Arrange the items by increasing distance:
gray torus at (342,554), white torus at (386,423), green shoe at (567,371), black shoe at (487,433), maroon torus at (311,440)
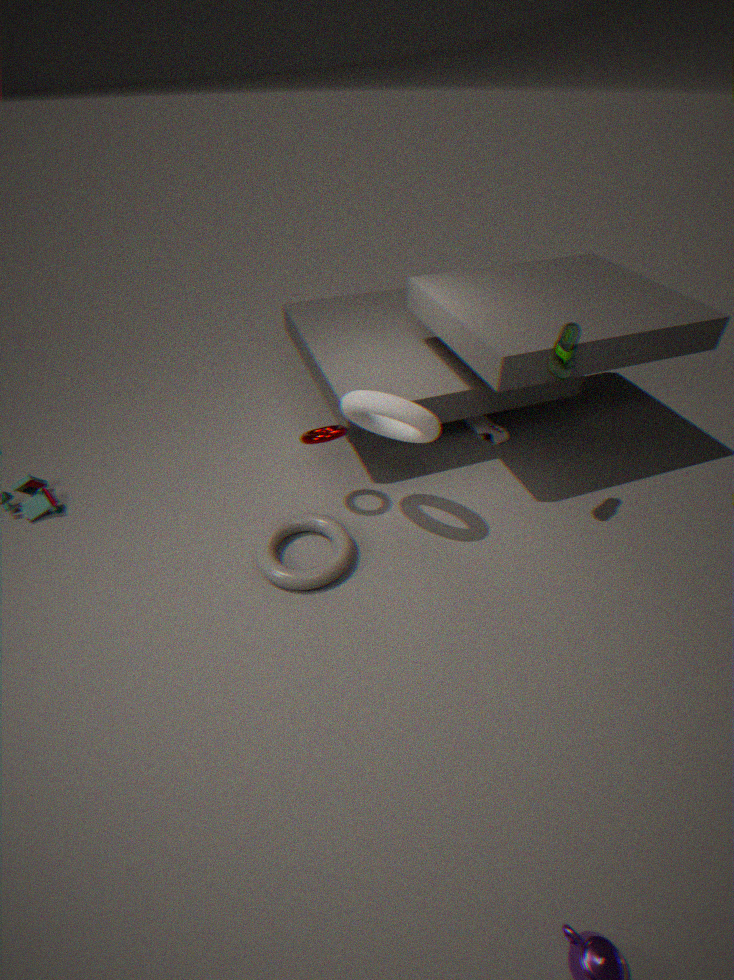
→ 1. white torus at (386,423)
2. green shoe at (567,371)
3. gray torus at (342,554)
4. maroon torus at (311,440)
5. black shoe at (487,433)
